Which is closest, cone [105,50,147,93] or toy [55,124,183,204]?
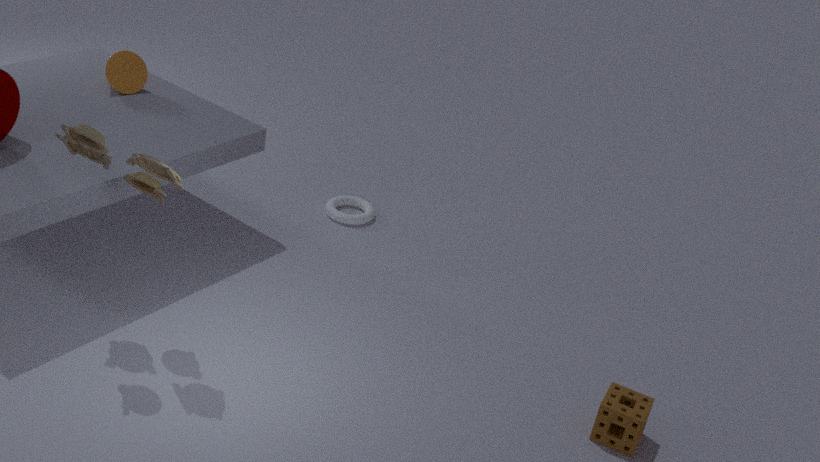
toy [55,124,183,204]
